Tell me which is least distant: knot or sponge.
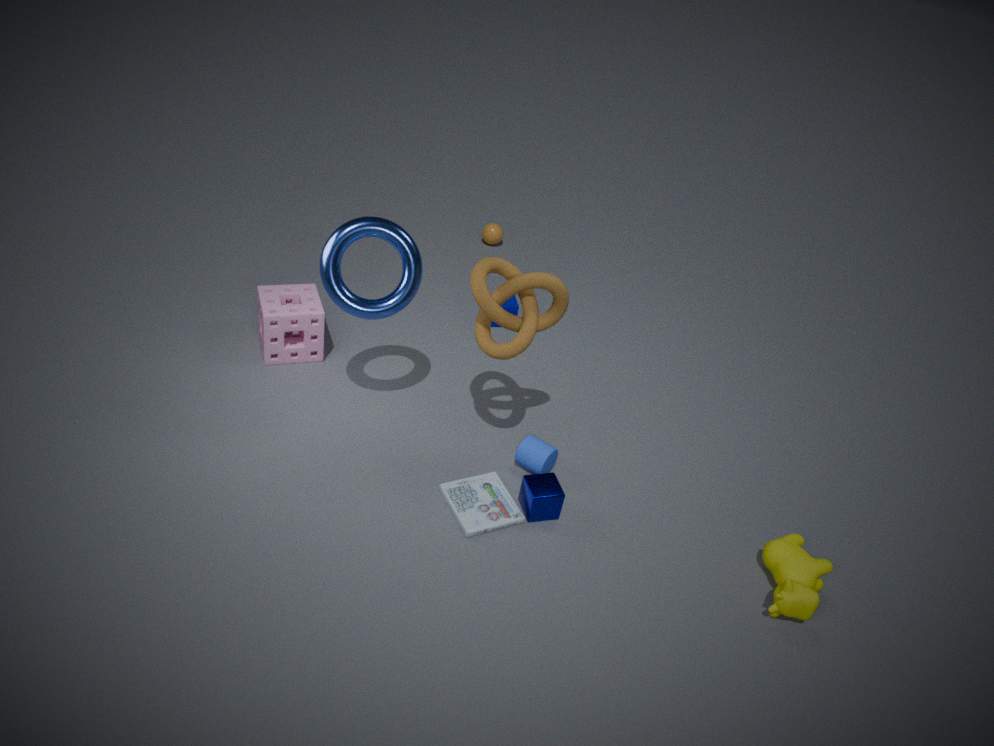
knot
